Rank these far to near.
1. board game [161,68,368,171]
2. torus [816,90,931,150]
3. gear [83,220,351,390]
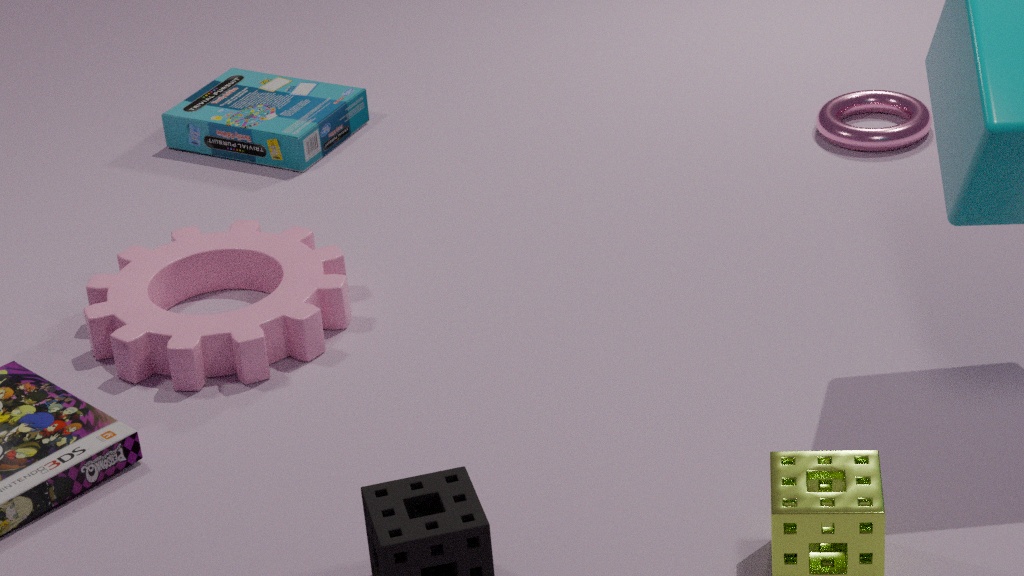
1. board game [161,68,368,171]
2. torus [816,90,931,150]
3. gear [83,220,351,390]
